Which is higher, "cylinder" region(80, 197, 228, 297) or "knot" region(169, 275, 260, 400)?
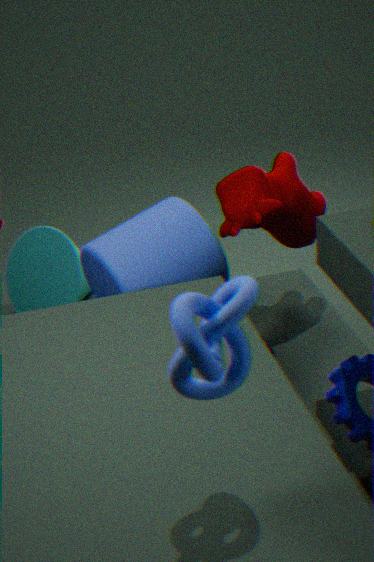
"knot" region(169, 275, 260, 400)
